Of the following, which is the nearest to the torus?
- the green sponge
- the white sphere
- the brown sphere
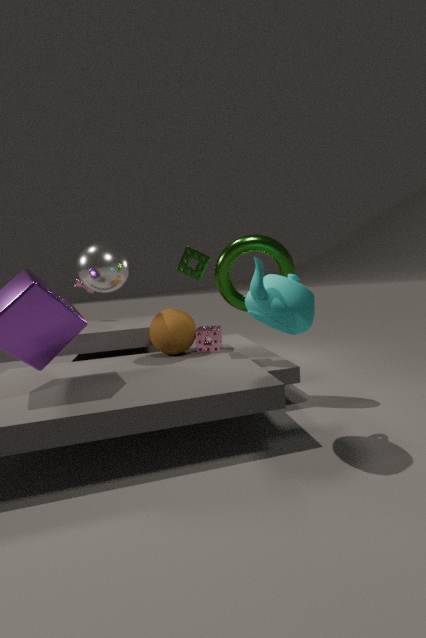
the green sponge
